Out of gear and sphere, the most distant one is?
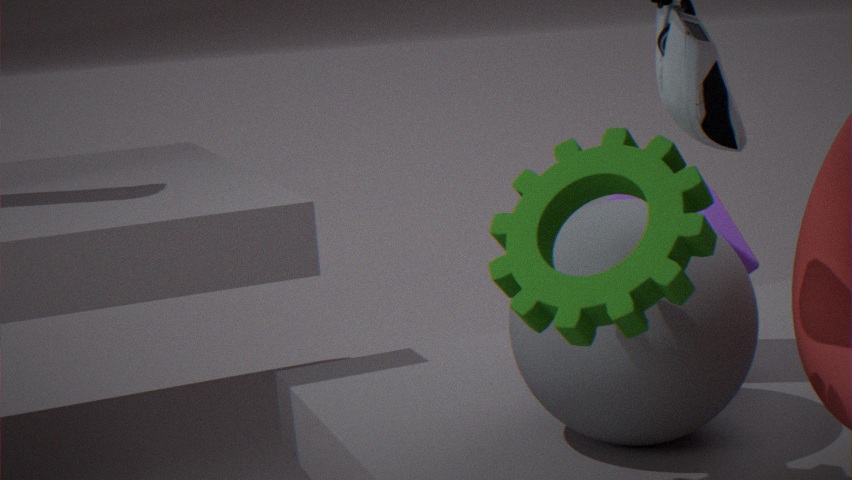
sphere
